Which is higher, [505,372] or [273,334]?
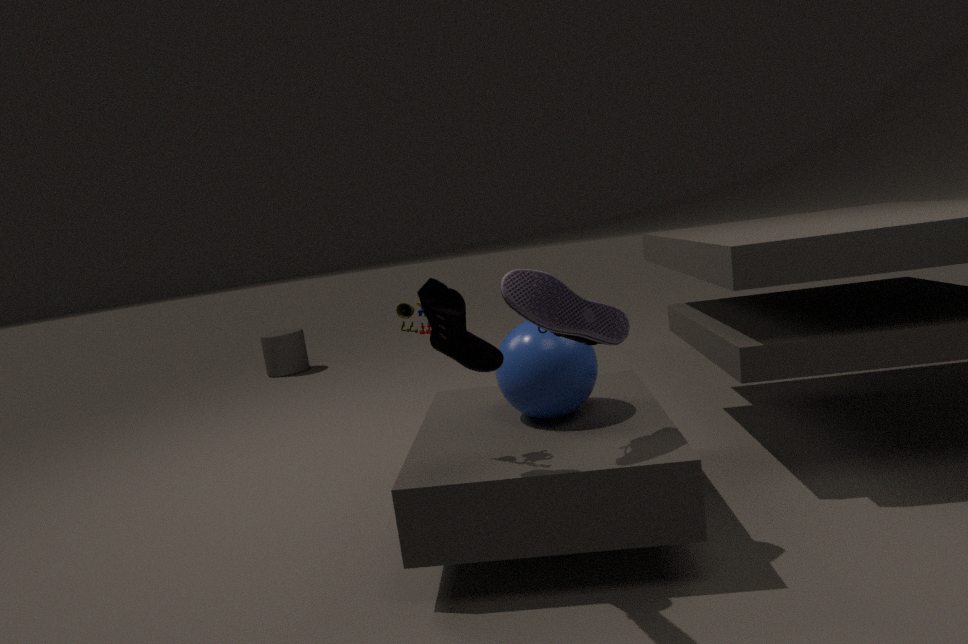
[505,372]
